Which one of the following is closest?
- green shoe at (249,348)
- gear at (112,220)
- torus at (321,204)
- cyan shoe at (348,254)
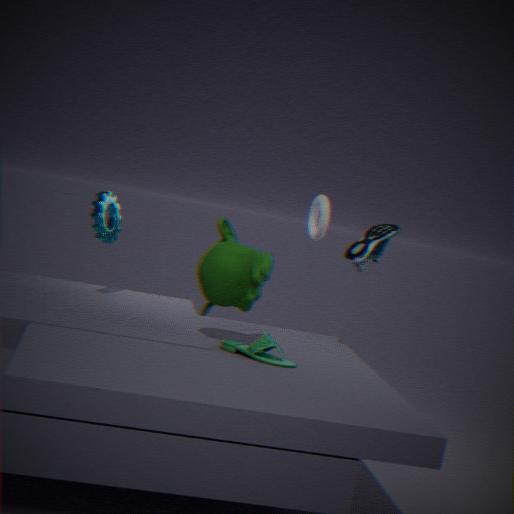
green shoe at (249,348)
